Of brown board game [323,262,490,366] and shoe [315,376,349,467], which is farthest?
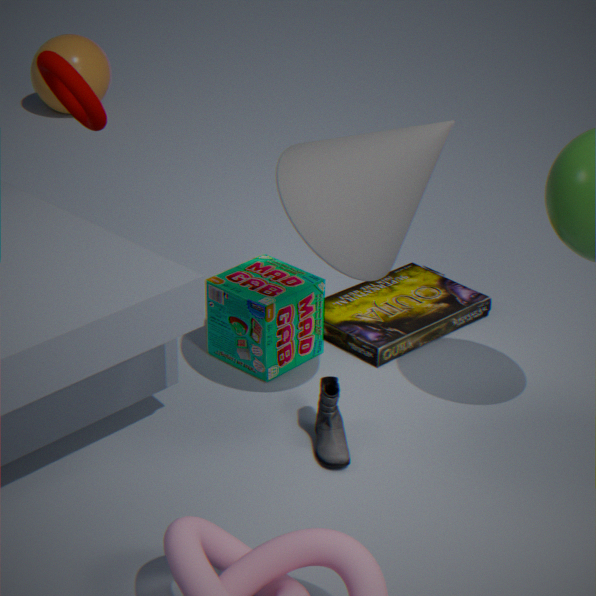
brown board game [323,262,490,366]
